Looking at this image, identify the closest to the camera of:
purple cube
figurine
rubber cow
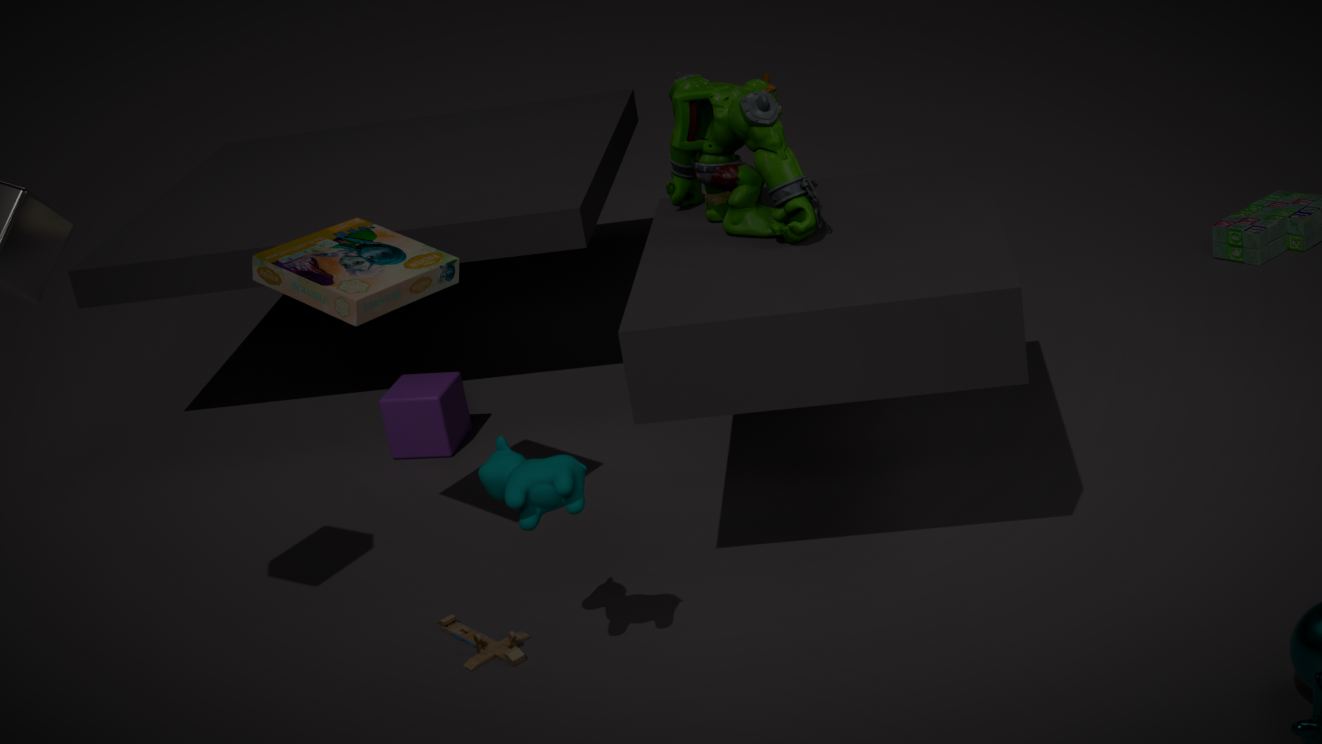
rubber cow
